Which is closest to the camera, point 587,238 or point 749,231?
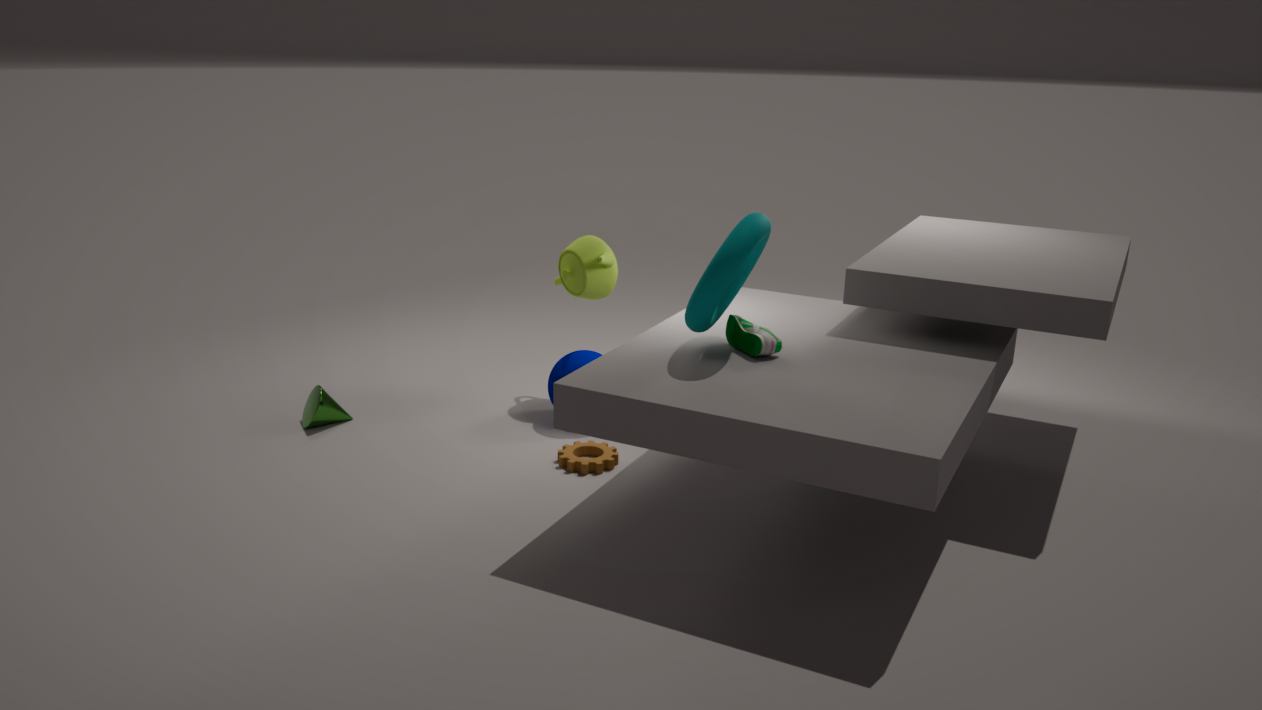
point 749,231
